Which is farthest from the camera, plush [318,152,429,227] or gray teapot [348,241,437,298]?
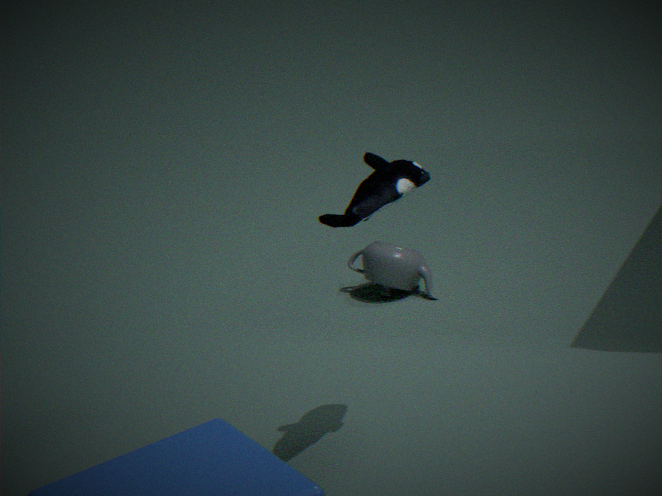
gray teapot [348,241,437,298]
